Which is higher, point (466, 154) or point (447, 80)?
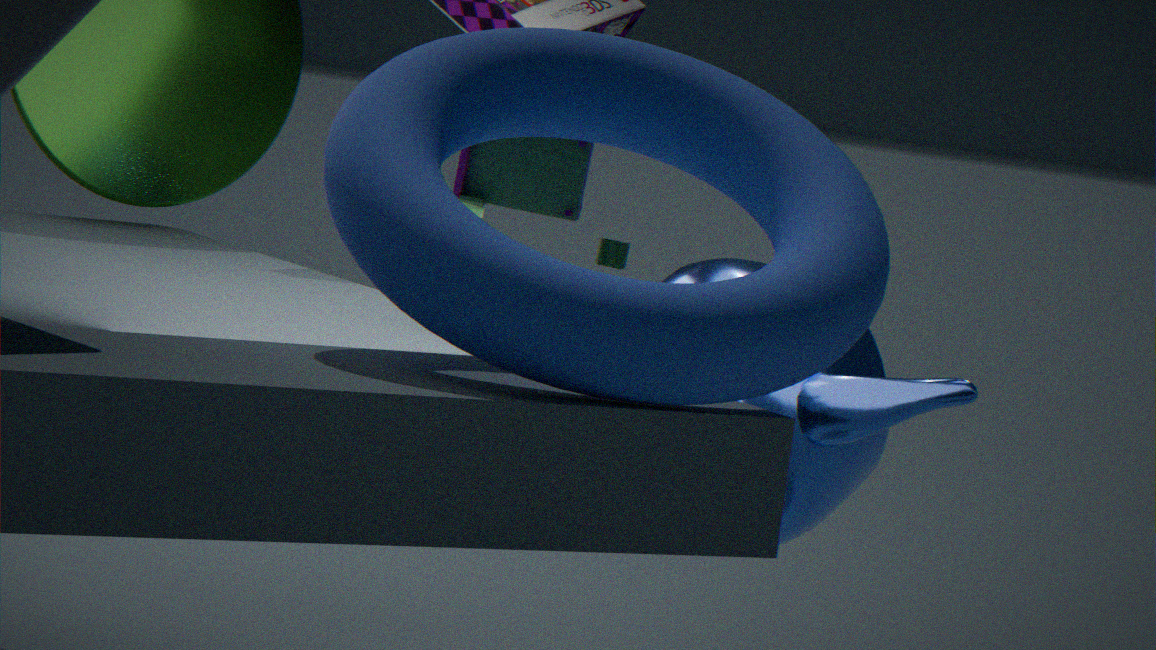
point (447, 80)
